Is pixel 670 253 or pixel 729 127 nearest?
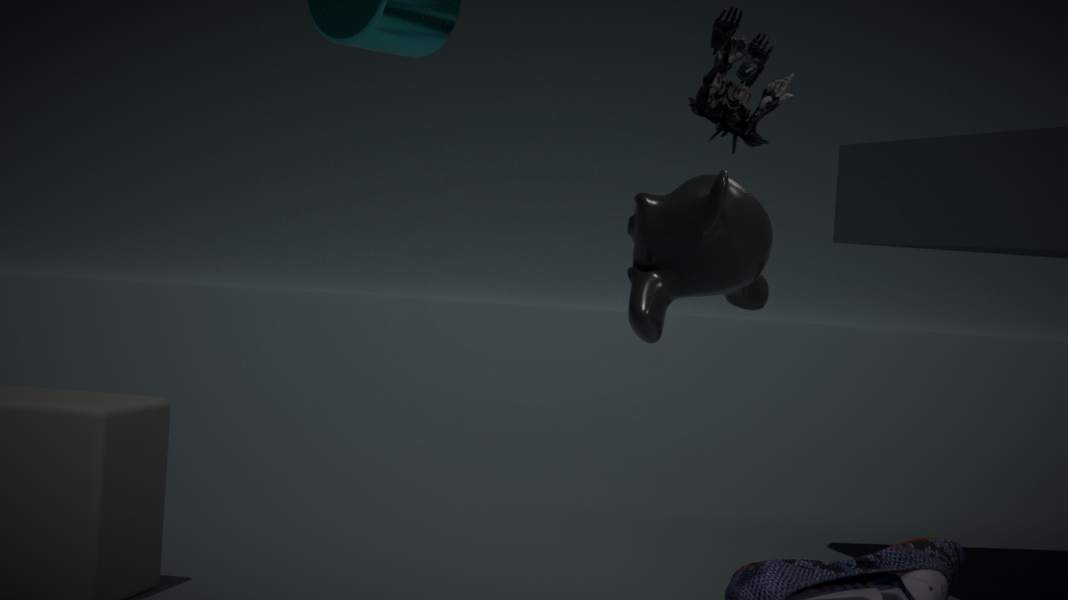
pixel 670 253
